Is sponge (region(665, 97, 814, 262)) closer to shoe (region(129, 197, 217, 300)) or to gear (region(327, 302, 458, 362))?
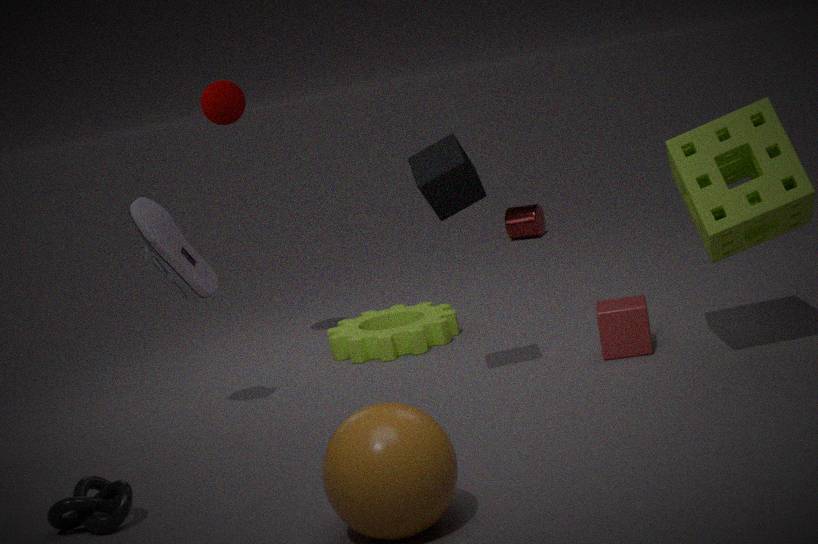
gear (region(327, 302, 458, 362))
